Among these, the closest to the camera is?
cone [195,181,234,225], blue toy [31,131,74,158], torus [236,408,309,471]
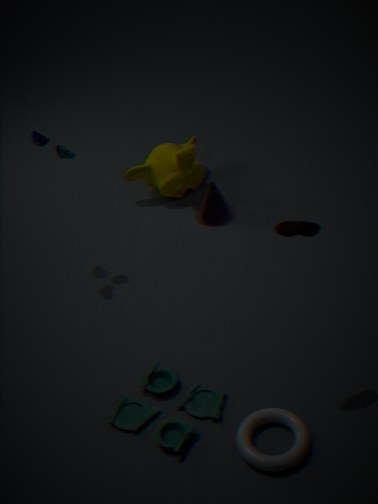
torus [236,408,309,471]
